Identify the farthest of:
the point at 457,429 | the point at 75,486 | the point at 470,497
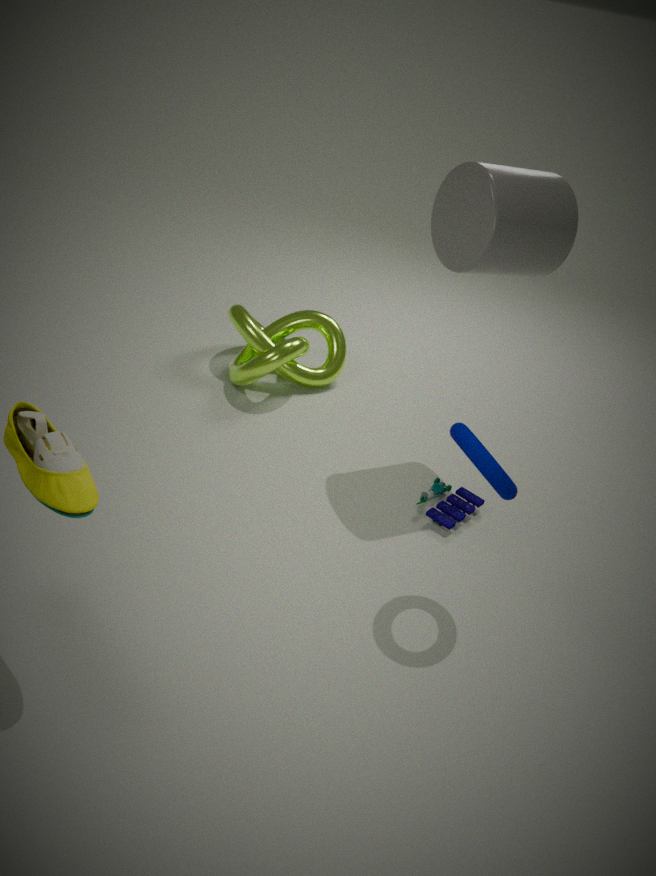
the point at 470,497
